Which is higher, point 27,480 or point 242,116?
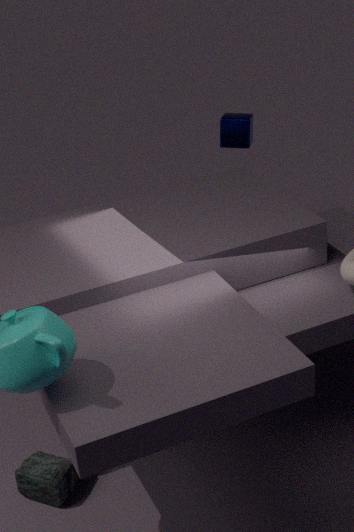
point 242,116
